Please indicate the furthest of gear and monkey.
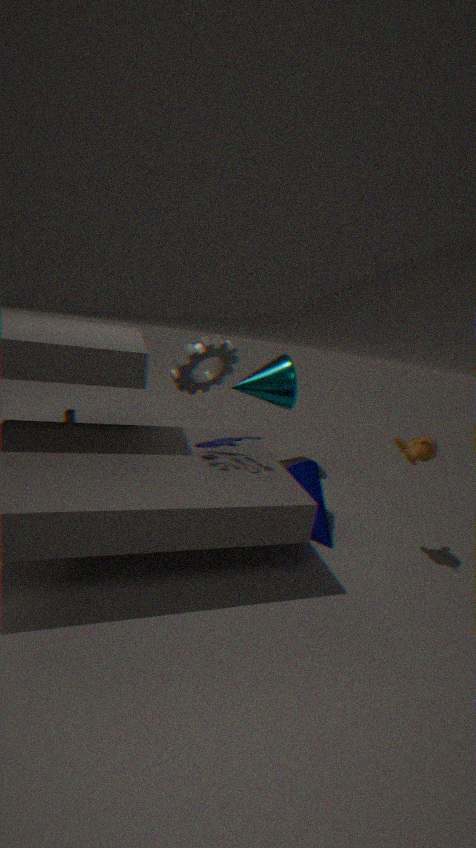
gear
